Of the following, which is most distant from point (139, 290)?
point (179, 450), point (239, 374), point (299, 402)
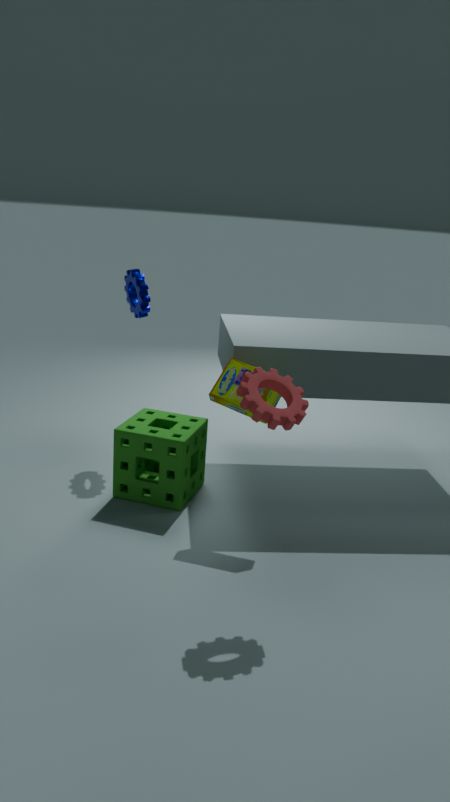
point (299, 402)
